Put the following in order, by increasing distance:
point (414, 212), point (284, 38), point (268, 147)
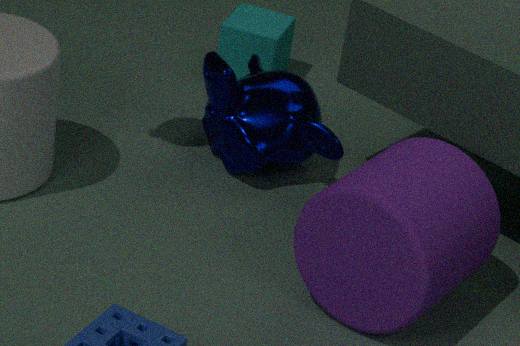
point (414, 212), point (268, 147), point (284, 38)
